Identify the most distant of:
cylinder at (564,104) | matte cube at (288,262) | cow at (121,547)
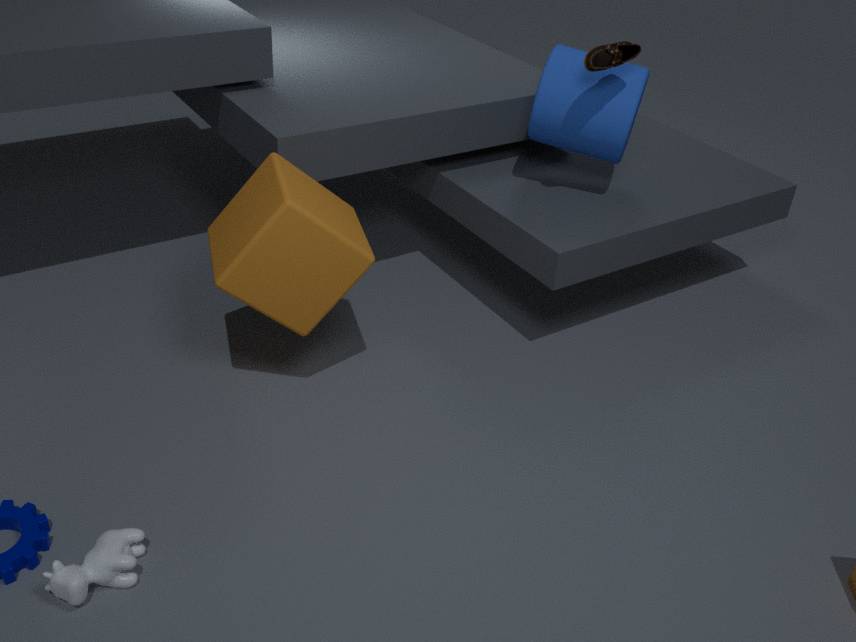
cylinder at (564,104)
